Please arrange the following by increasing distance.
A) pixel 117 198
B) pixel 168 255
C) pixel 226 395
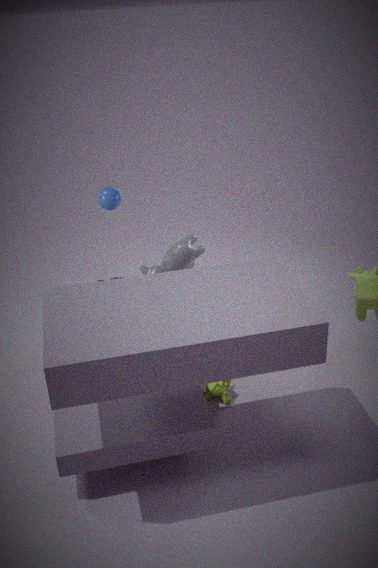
pixel 226 395 < pixel 168 255 < pixel 117 198
